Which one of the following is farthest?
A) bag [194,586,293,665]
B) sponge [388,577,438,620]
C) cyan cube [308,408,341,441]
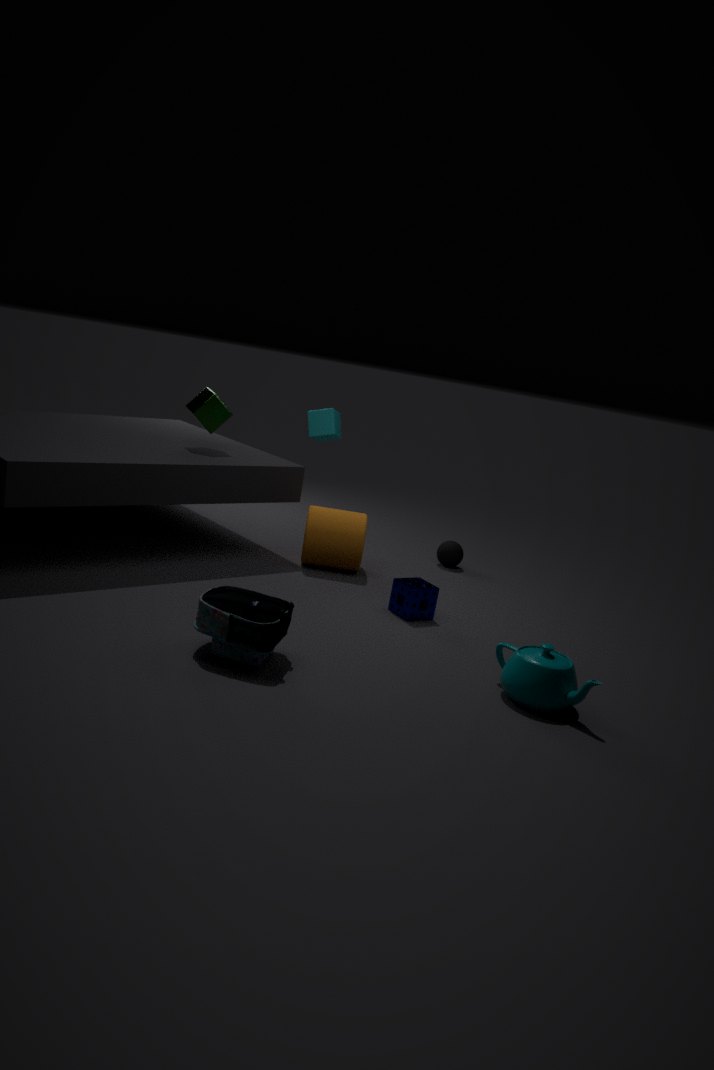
cyan cube [308,408,341,441]
